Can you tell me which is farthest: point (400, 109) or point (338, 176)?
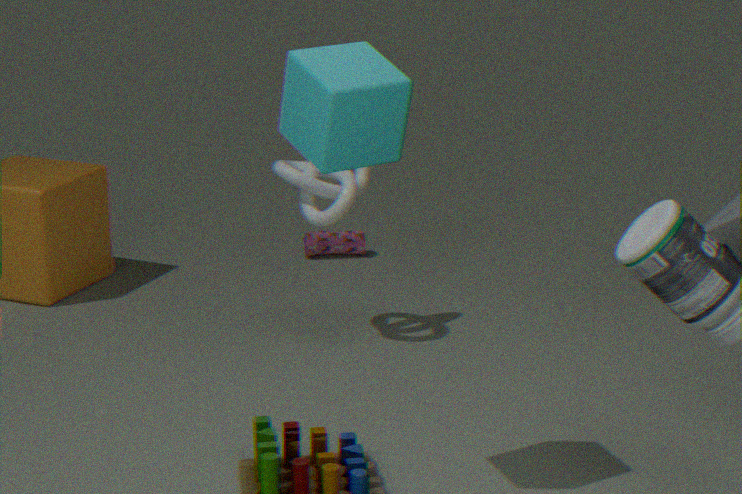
point (338, 176)
